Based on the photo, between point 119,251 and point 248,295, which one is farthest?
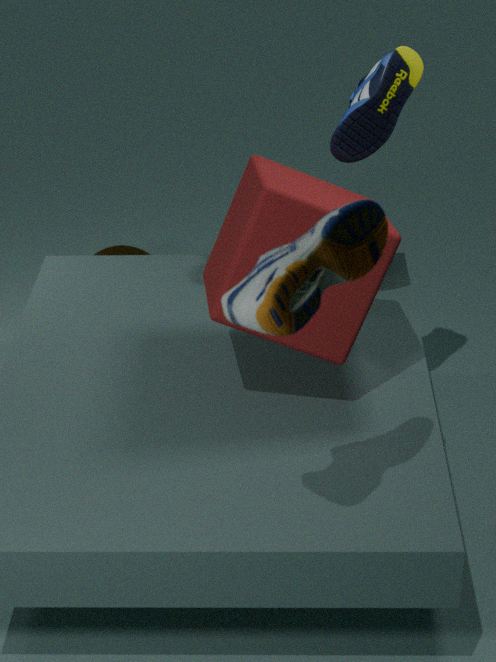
point 119,251
